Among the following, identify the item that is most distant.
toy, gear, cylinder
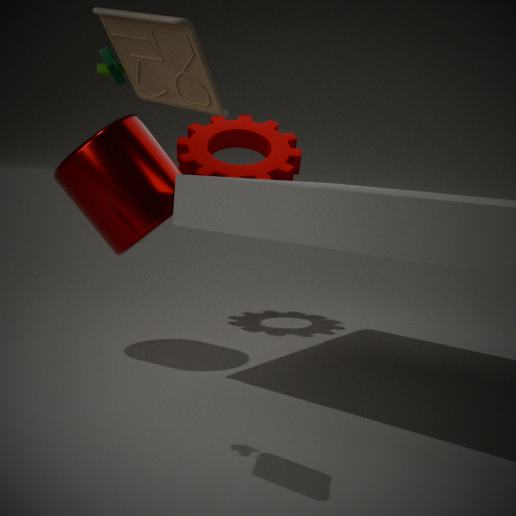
gear
